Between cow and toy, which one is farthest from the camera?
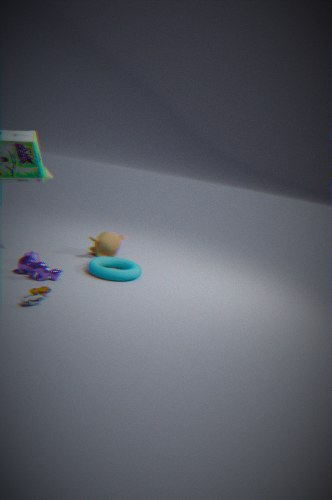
cow
